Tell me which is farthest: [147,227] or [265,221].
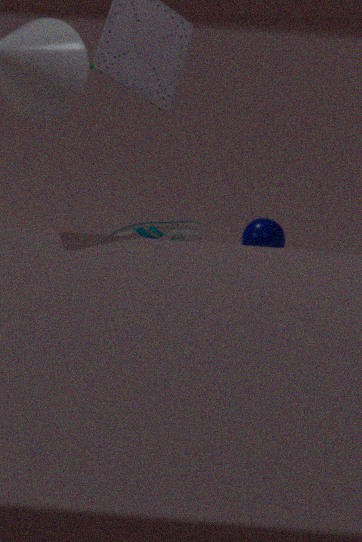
[265,221]
